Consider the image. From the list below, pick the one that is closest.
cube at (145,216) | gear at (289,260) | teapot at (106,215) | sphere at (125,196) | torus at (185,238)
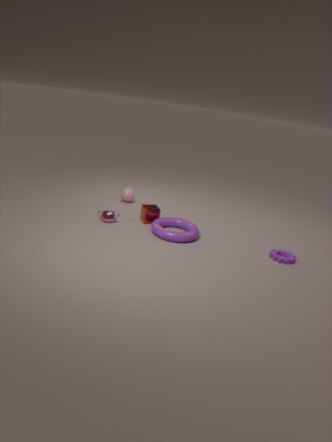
gear at (289,260)
